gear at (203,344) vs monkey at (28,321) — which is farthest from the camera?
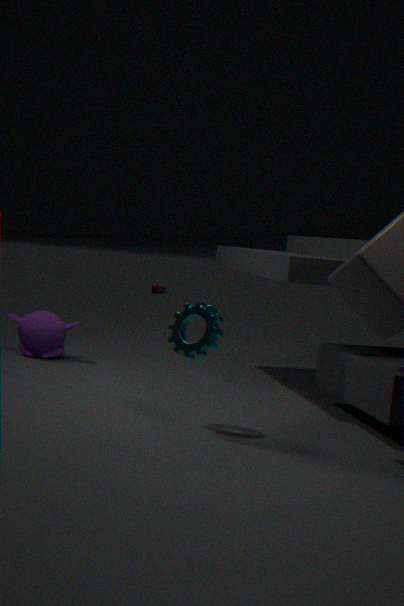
monkey at (28,321)
